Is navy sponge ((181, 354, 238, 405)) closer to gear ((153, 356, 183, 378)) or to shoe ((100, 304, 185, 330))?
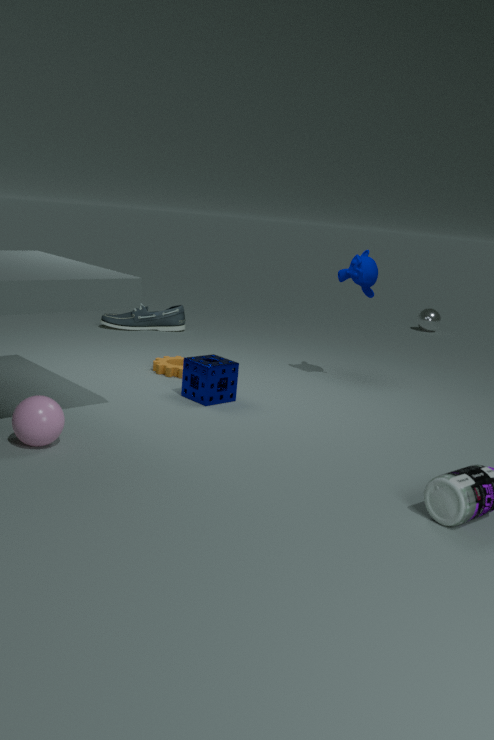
gear ((153, 356, 183, 378))
